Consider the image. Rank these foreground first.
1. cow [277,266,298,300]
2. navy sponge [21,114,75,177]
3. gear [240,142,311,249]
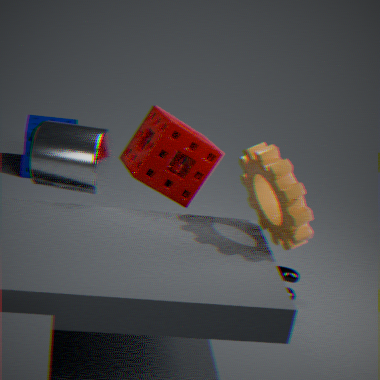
gear [240,142,311,249] → cow [277,266,298,300] → navy sponge [21,114,75,177]
